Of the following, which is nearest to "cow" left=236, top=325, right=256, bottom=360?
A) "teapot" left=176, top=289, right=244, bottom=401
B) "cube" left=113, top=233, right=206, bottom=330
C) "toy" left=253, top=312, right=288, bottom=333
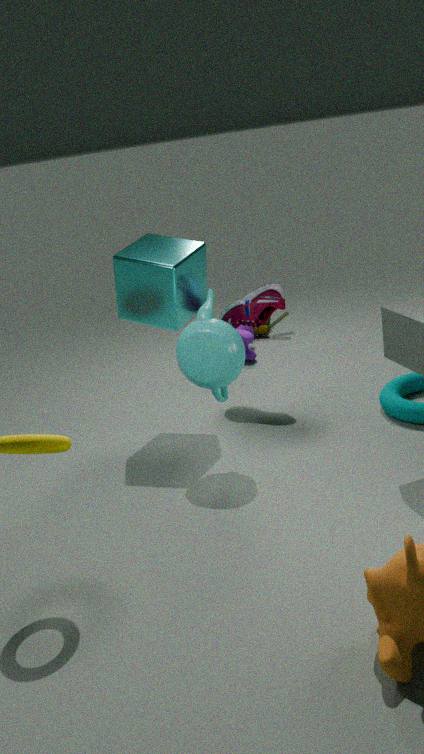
"toy" left=253, top=312, right=288, bottom=333
